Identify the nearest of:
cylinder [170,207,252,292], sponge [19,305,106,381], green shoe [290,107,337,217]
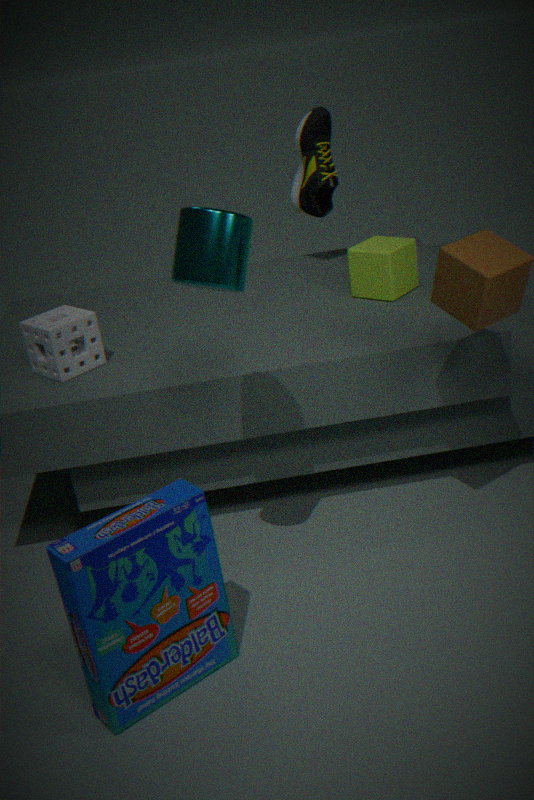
cylinder [170,207,252,292]
